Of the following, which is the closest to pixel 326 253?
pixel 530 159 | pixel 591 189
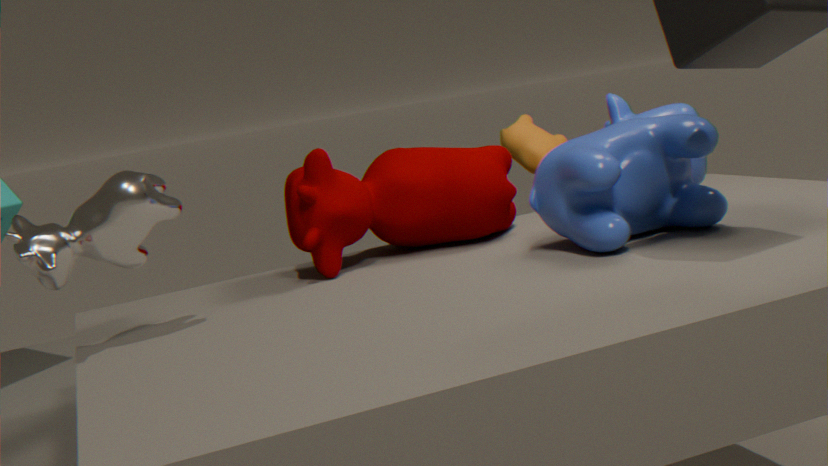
pixel 591 189
